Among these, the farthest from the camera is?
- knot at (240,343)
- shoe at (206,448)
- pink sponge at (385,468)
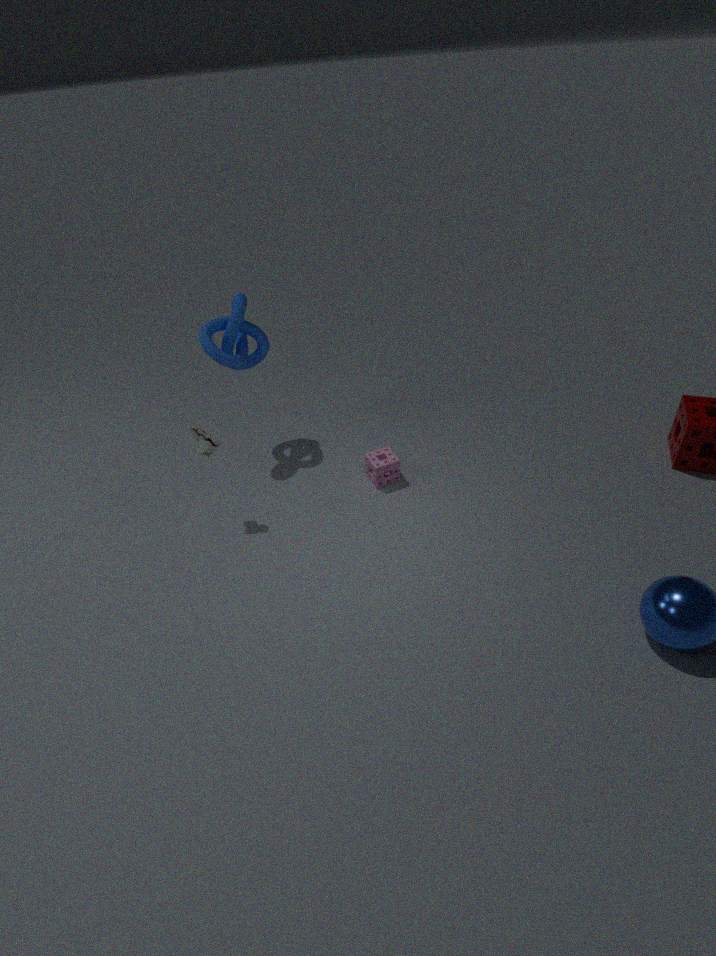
pink sponge at (385,468)
